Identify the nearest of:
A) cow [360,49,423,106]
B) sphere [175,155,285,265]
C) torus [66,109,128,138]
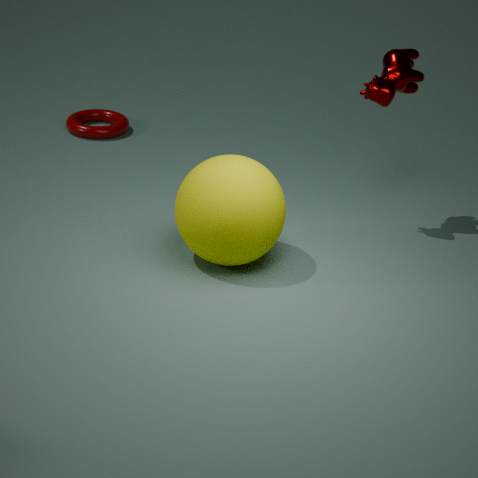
sphere [175,155,285,265]
